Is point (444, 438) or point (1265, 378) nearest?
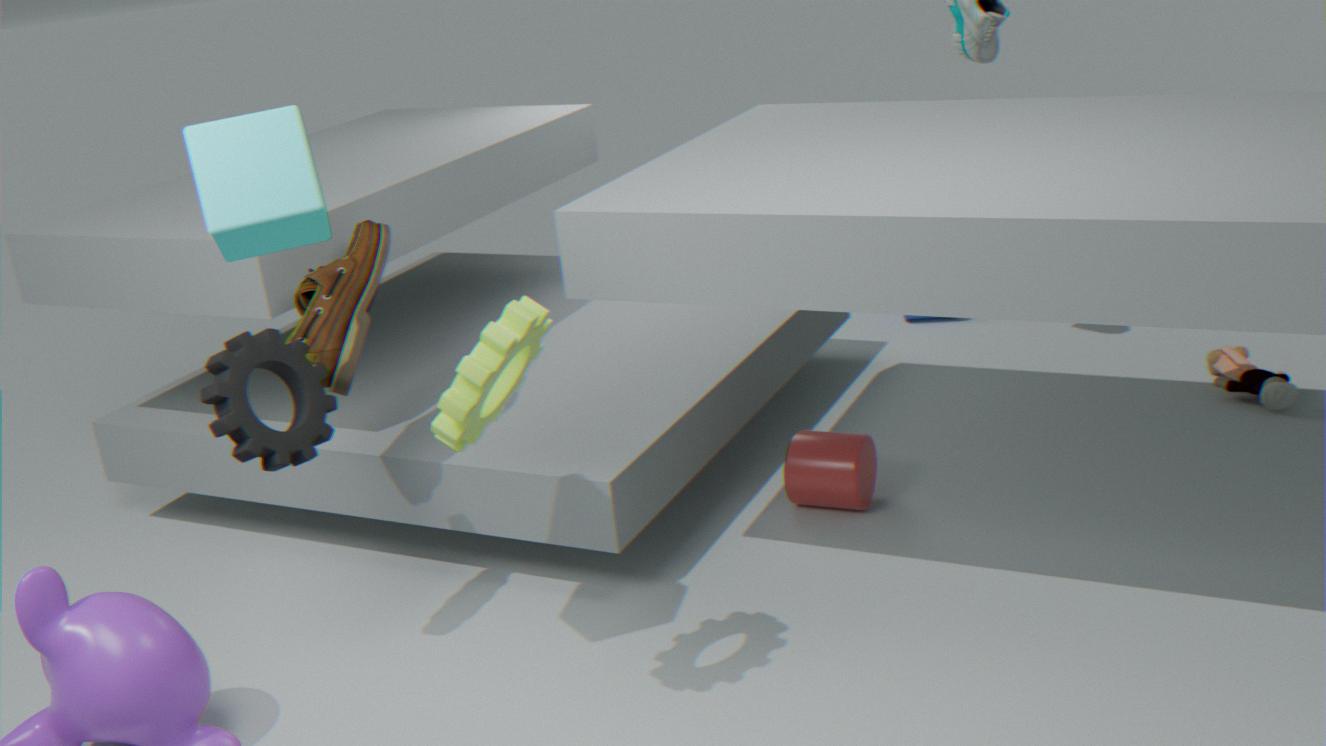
point (444, 438)
